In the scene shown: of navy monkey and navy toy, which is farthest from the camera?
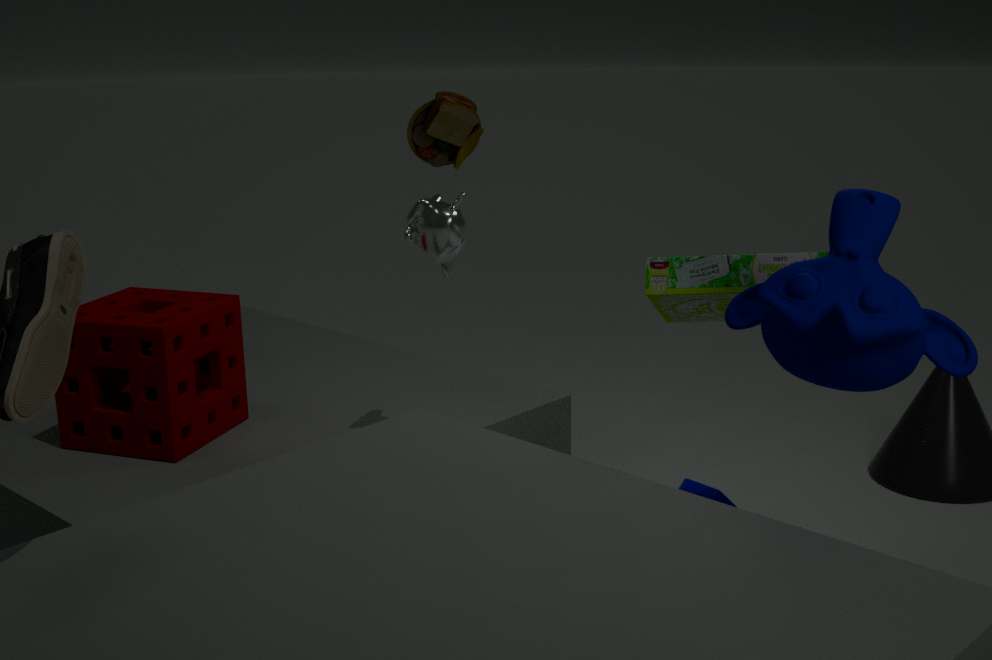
navy toy
